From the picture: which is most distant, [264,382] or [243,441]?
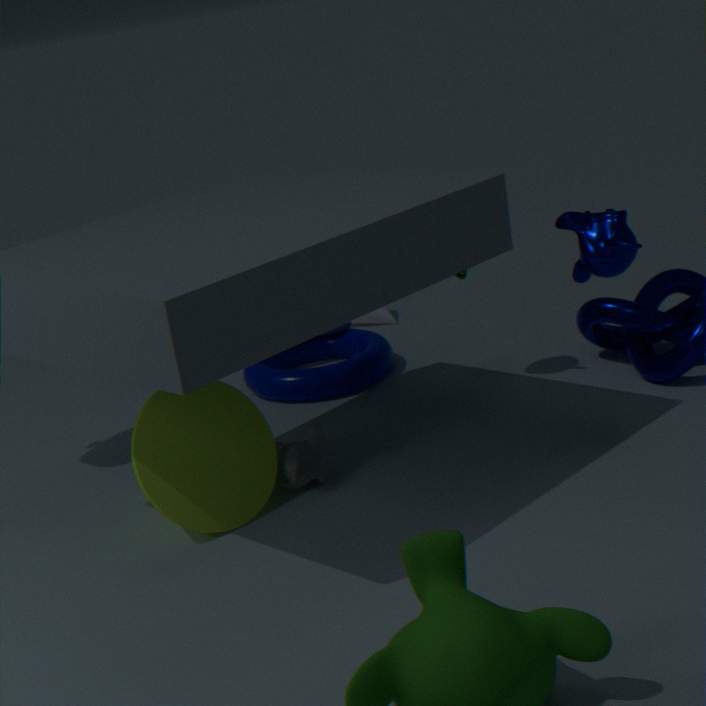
[264,382]
